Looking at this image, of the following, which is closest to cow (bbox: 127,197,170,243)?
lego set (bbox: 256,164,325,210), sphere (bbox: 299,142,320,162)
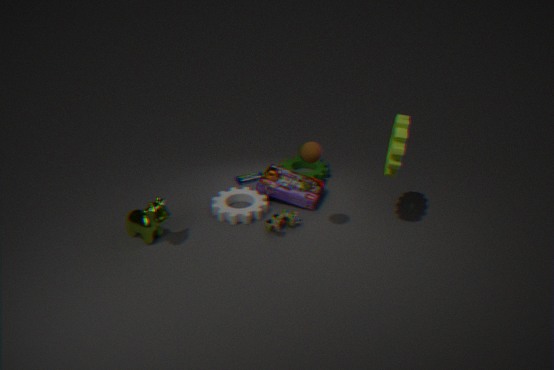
lego set (bbox: 256,164,325,210)
